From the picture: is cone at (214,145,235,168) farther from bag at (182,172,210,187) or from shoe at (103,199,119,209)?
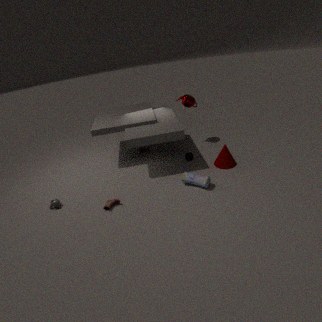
shoe at (103,199,119,209)
